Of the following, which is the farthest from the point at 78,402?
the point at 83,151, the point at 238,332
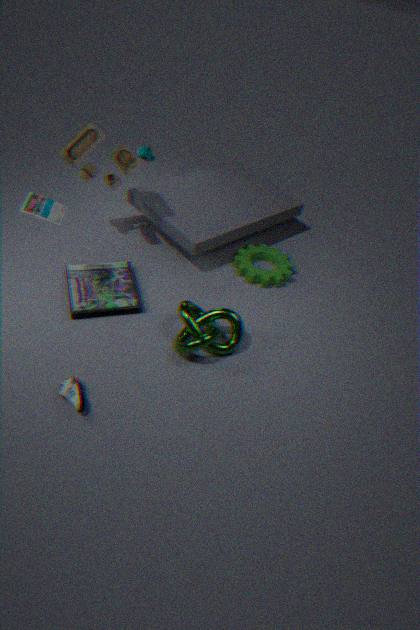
the point at 83,151
